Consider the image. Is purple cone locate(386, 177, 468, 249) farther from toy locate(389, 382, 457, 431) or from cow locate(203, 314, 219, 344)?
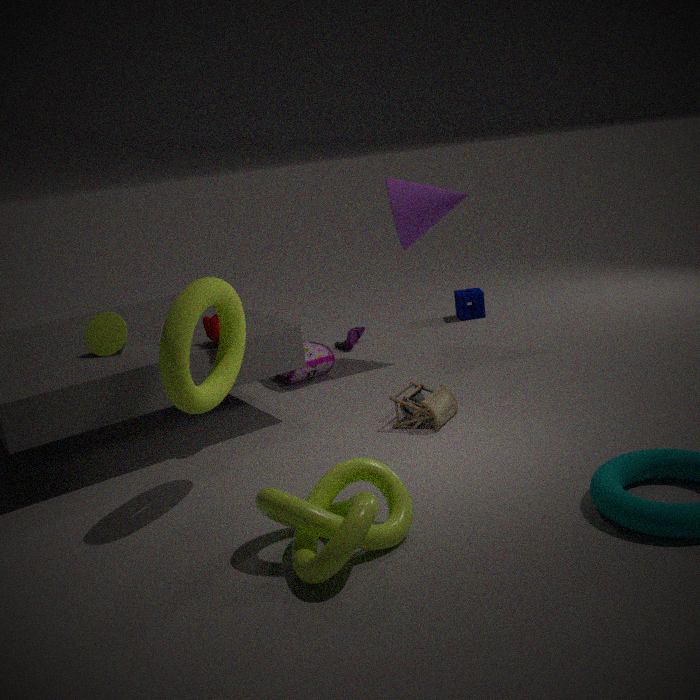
cow locate(203, 314, 219, 344)
